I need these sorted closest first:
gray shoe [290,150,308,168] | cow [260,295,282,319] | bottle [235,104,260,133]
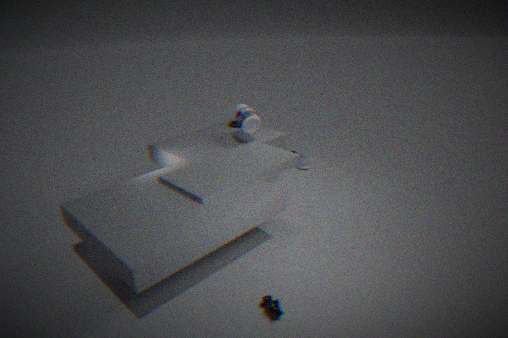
cow [260,295,282,319] → bottle [235,104,260,133] → gray shoe [290,150,308,168]
